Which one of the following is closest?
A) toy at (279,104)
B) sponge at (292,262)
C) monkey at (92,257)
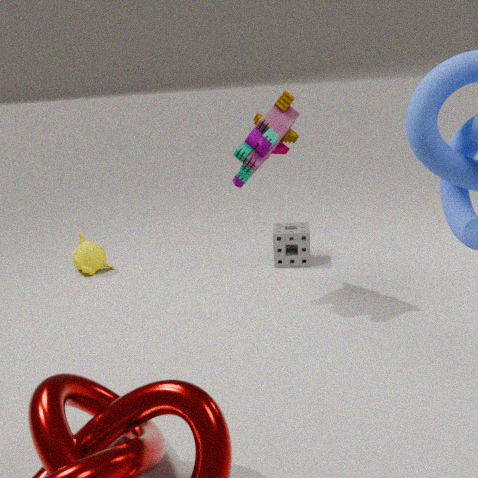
toy at (279,104)
